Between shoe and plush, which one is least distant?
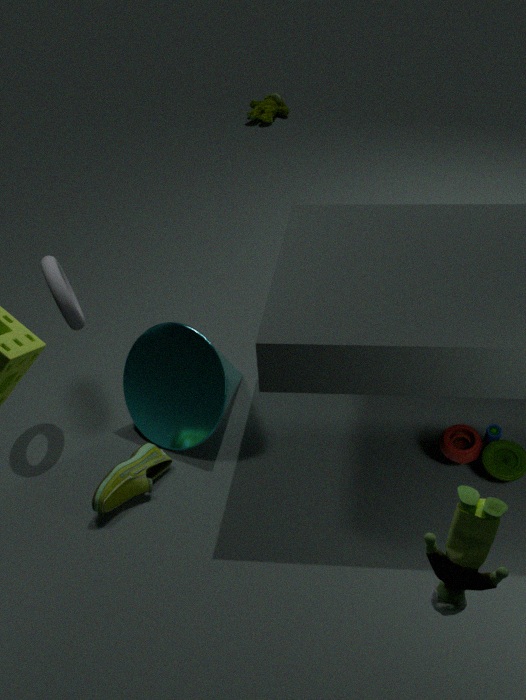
shoe
